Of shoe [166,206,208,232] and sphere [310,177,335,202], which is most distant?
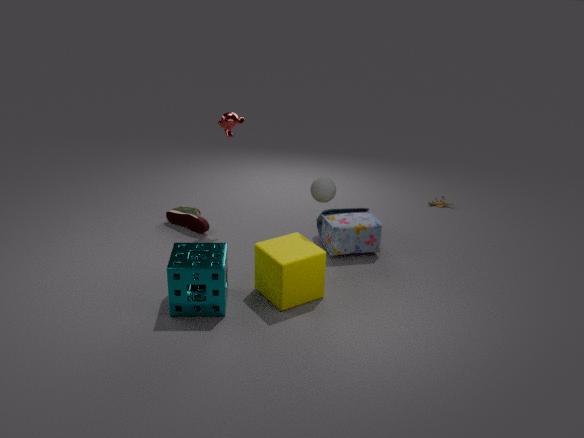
shoe [166,206,208,232]
